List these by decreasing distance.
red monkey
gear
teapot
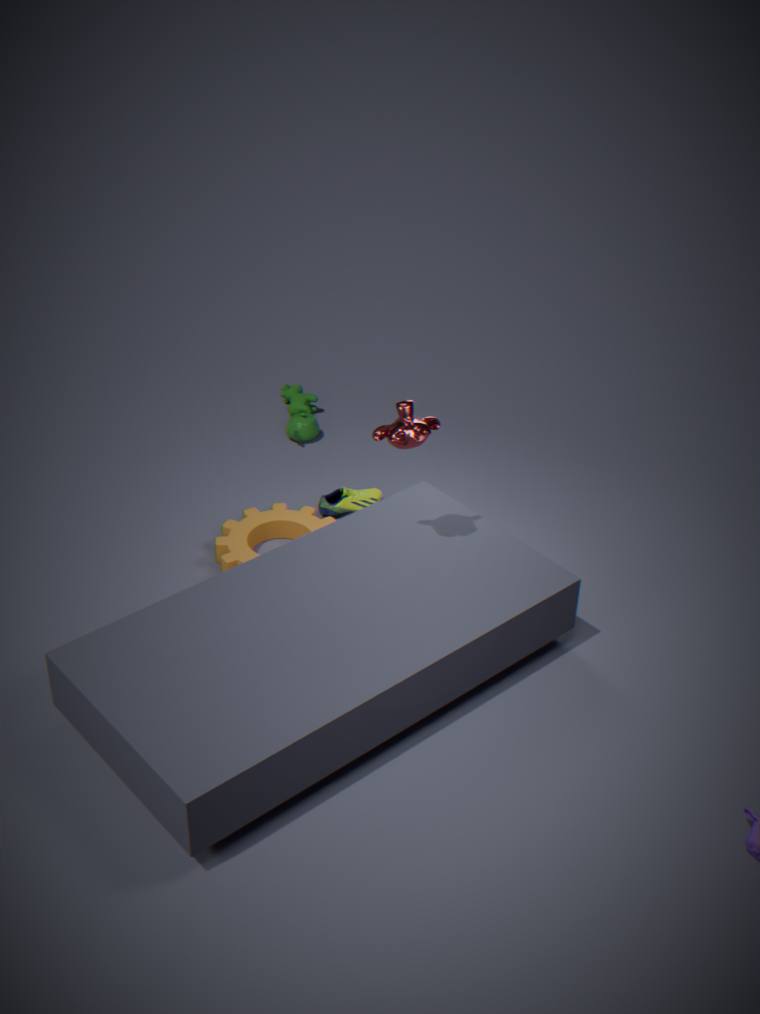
1. teapot
2. gear
3. red monkey
